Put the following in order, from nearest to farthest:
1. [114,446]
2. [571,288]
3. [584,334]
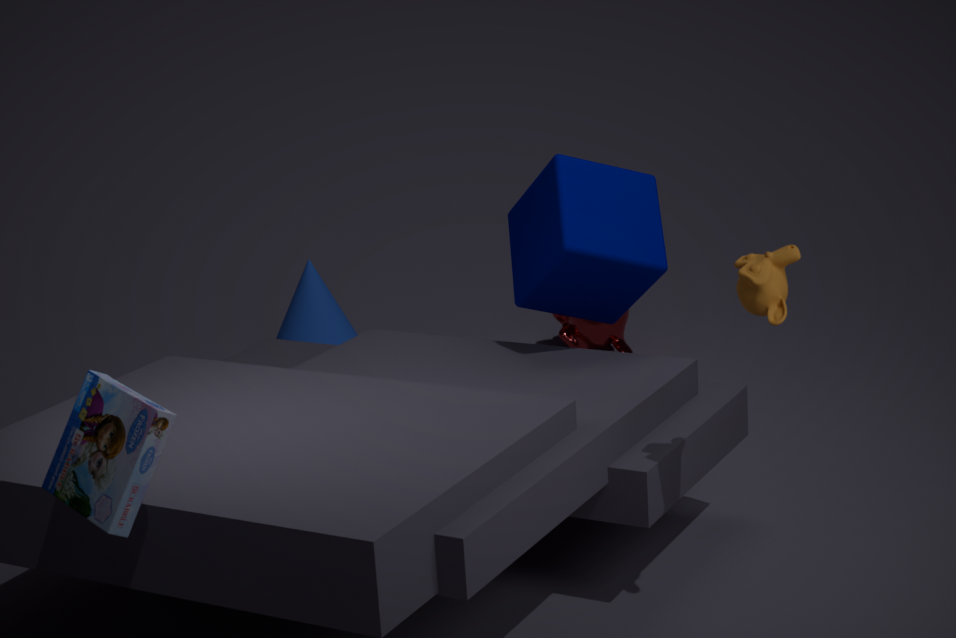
[114,446] < [571,288] < [584,334]
